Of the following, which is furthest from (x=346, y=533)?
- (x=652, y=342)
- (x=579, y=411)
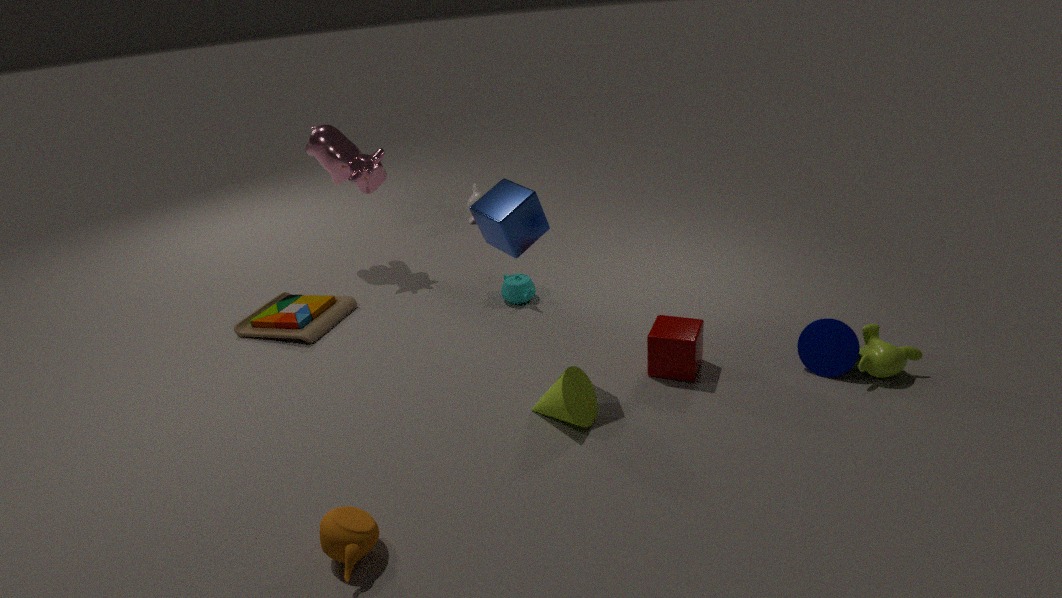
(x=652, y=342)
